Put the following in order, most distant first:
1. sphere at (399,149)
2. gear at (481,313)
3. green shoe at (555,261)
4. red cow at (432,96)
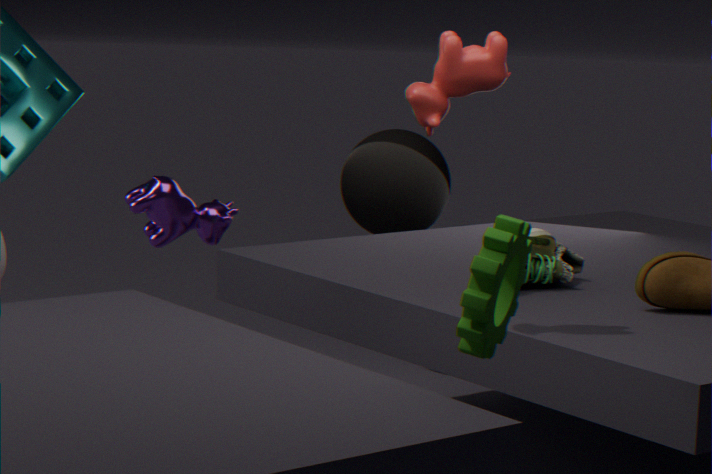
sphere at (399,149) → green shoe at (555,261) → red cow at (432,96) → gear at (481,313)
